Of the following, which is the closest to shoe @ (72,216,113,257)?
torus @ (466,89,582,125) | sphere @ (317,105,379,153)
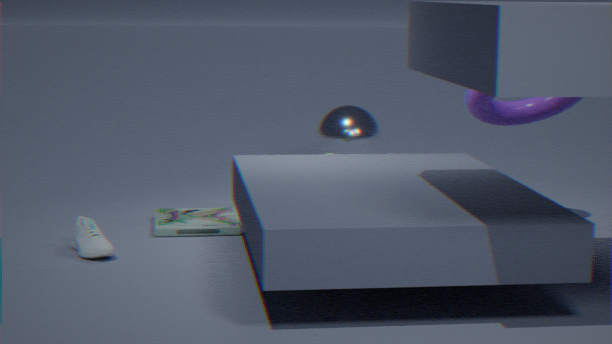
torus @ (466,89,582,125)
